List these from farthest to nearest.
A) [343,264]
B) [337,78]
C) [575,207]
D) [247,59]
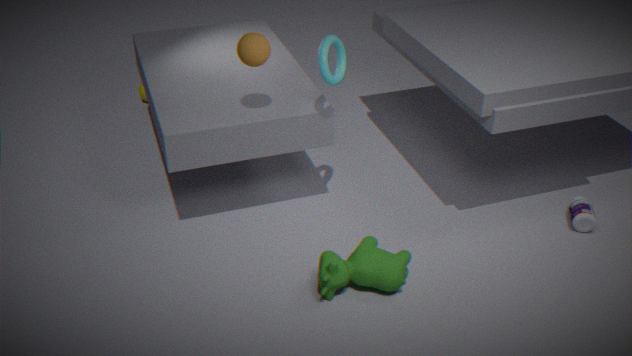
[575,207] < [337,78] < [247,59] < [343,264]
